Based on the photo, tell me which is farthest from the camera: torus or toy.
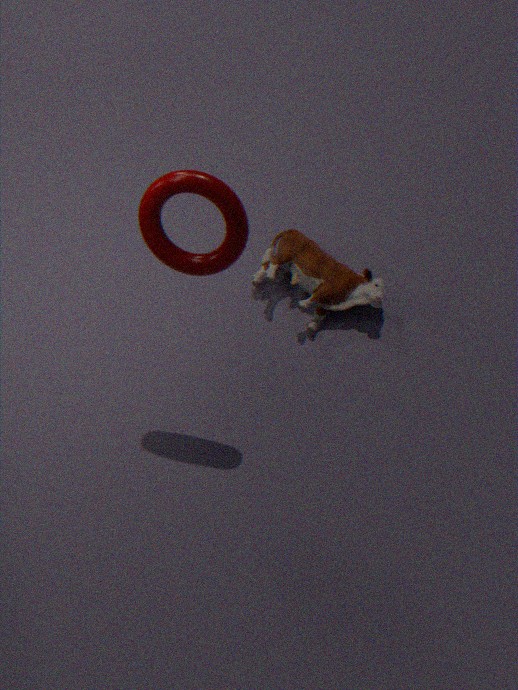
toy
